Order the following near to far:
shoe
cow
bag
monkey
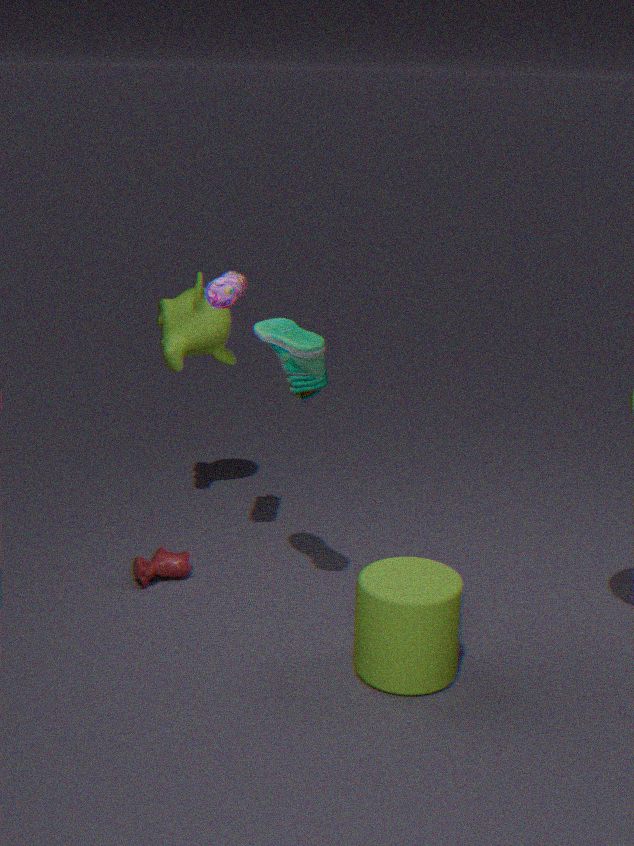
shoe → bag → cow → monkey
